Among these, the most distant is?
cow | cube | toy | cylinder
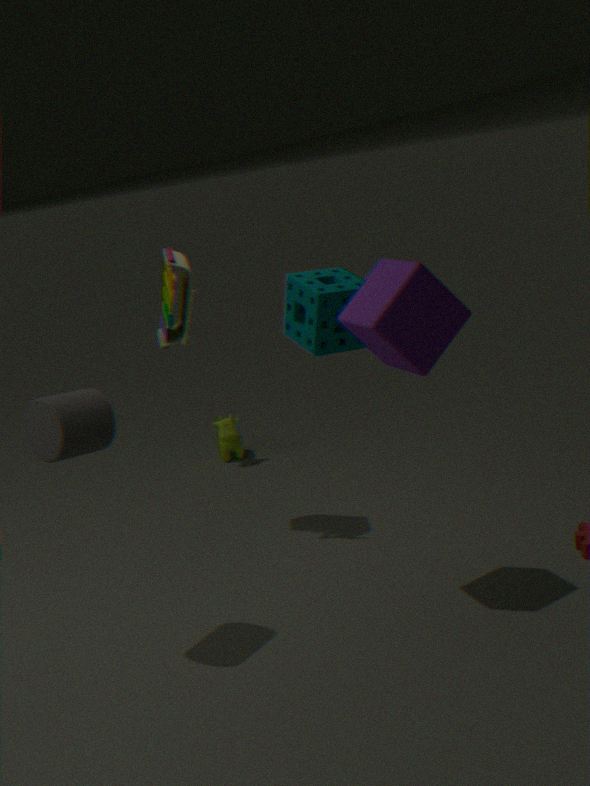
cow
